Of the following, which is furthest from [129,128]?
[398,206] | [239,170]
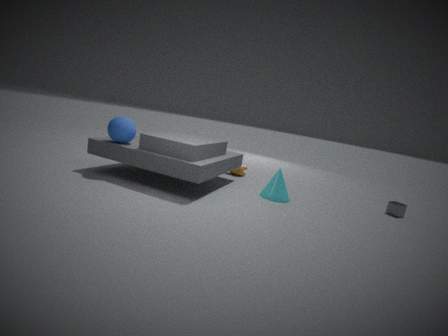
[398,206]
